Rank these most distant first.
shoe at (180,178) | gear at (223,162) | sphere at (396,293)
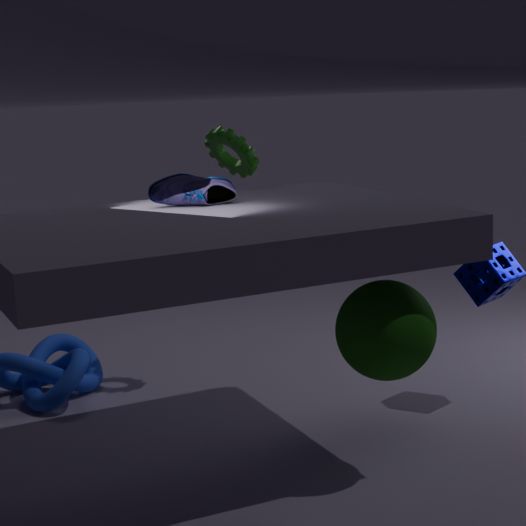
1. gear at (223,162)
2. shoe at (180,178)
3. sphere at (396,293)
